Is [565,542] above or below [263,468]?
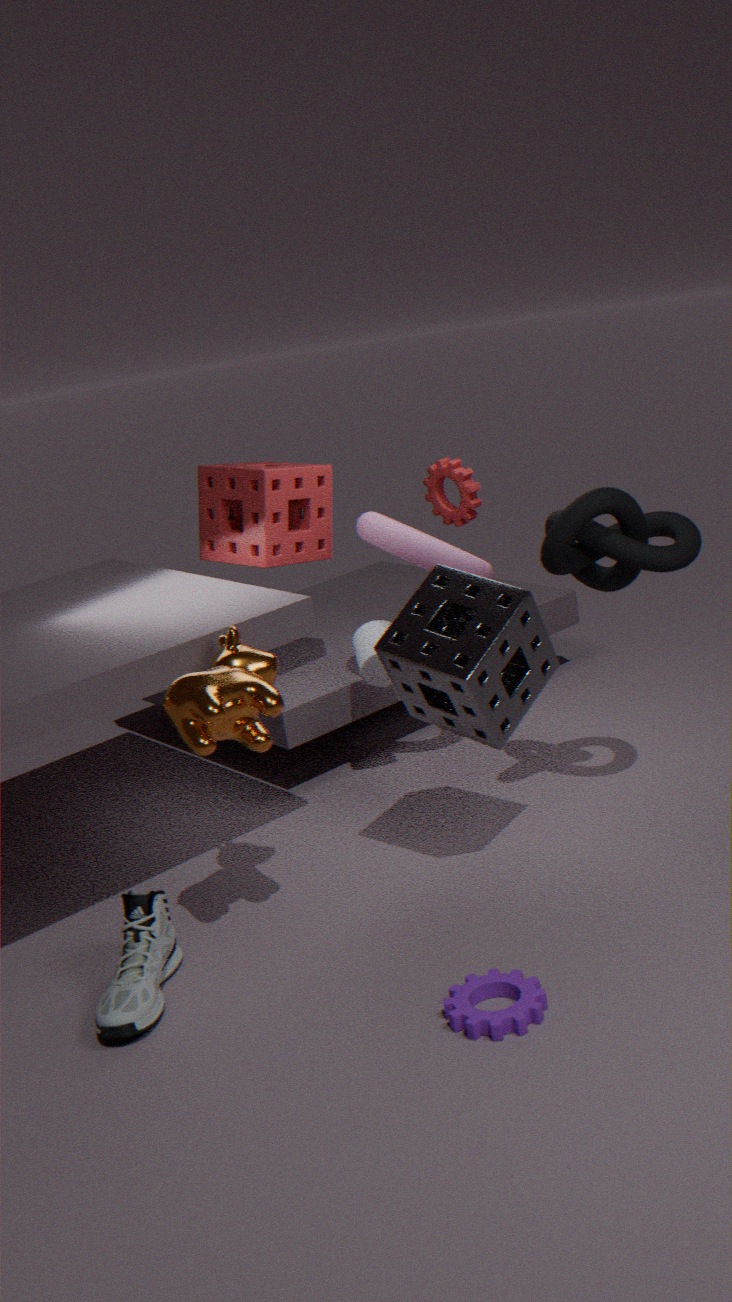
below
